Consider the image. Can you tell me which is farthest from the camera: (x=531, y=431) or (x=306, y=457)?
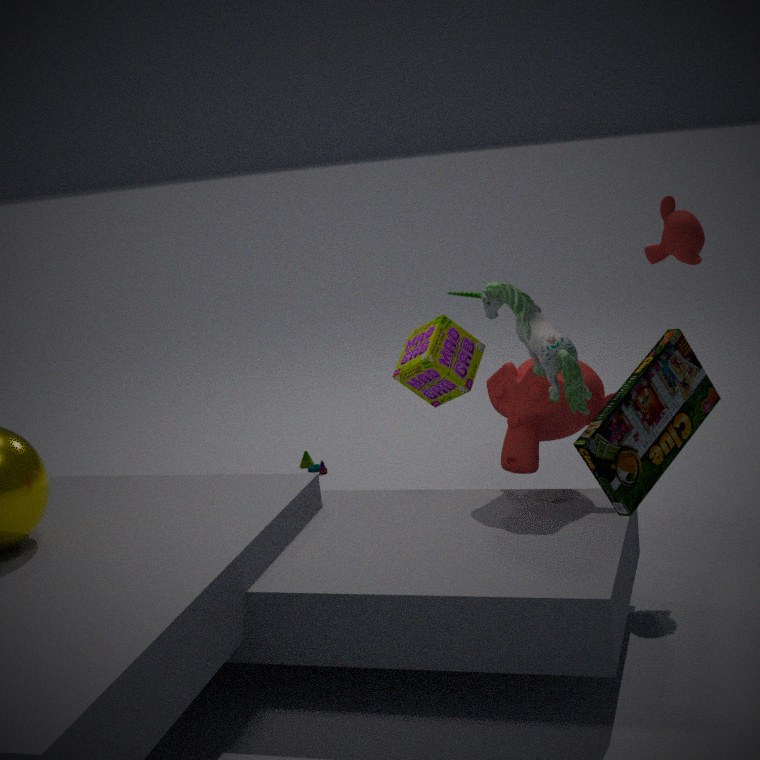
(x=306, y=457)
